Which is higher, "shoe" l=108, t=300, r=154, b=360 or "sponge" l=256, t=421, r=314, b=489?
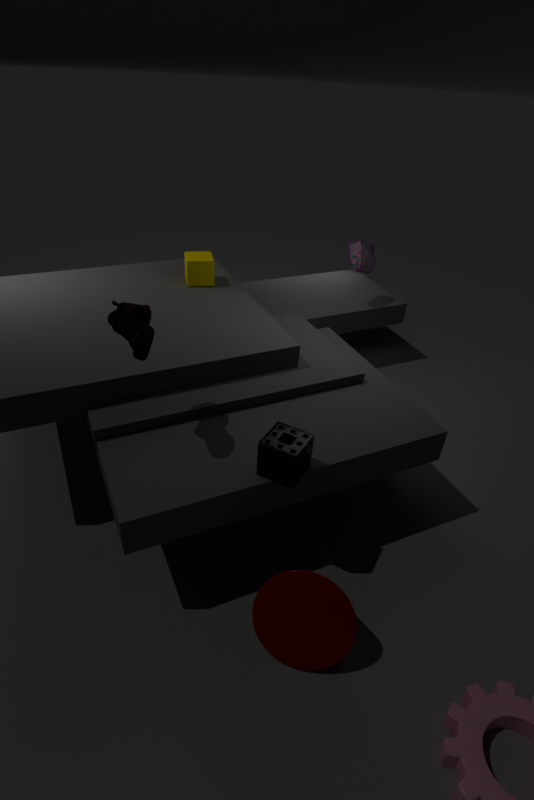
"shoe" l=108, t=300, r=154, b=360
